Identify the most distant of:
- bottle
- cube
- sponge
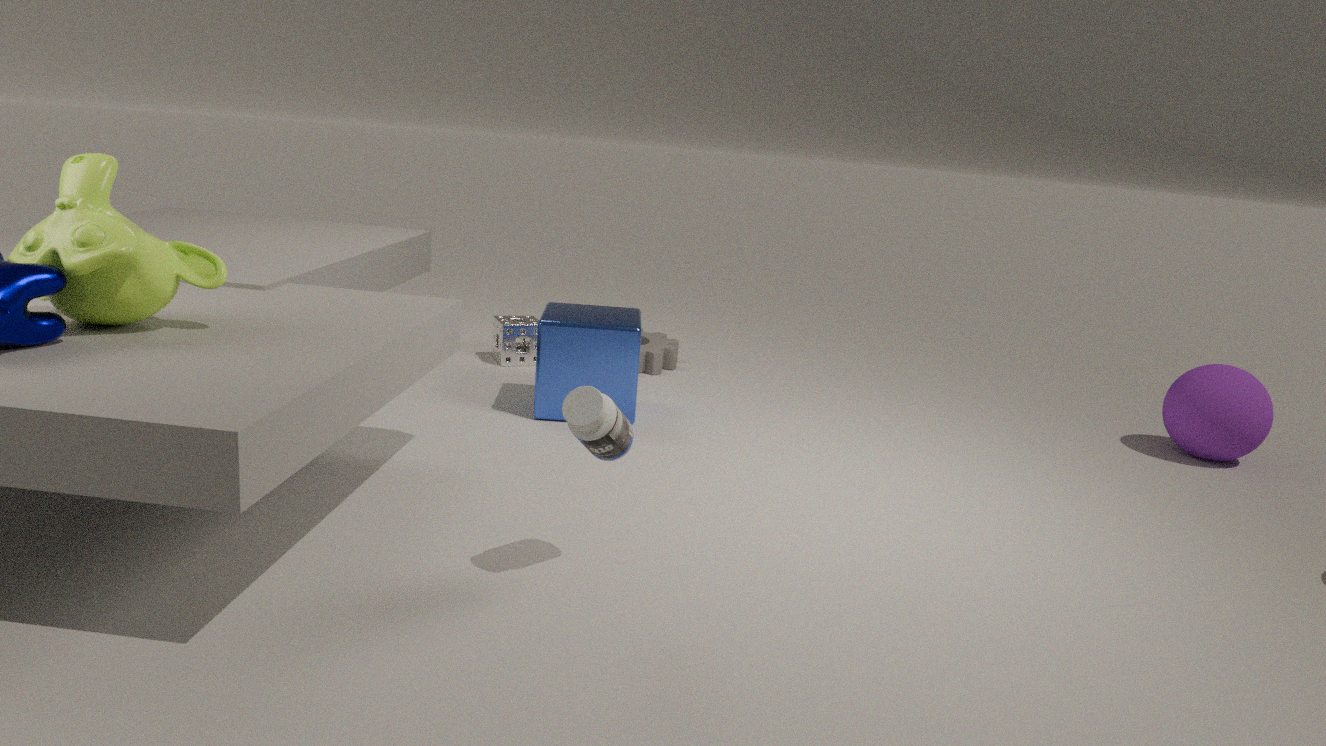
sponge
